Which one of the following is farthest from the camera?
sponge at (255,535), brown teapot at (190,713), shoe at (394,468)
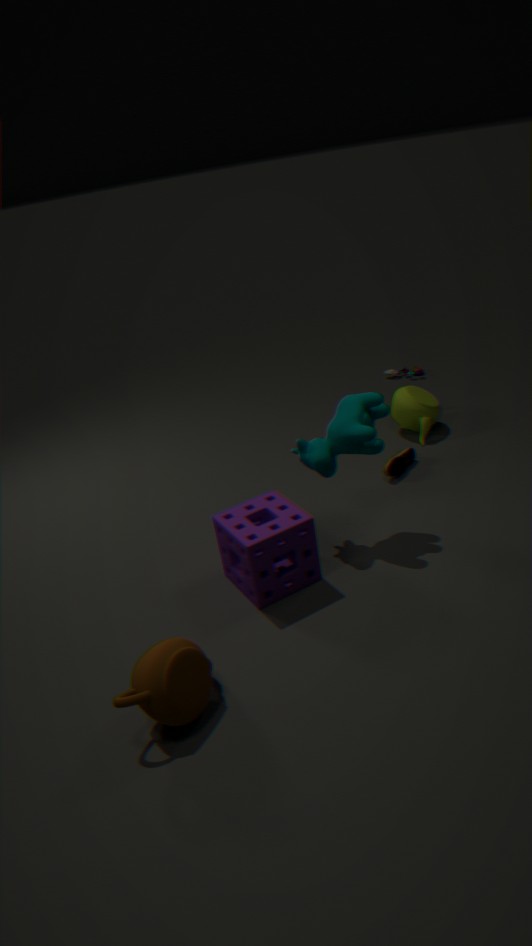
shoe at (394,468)
